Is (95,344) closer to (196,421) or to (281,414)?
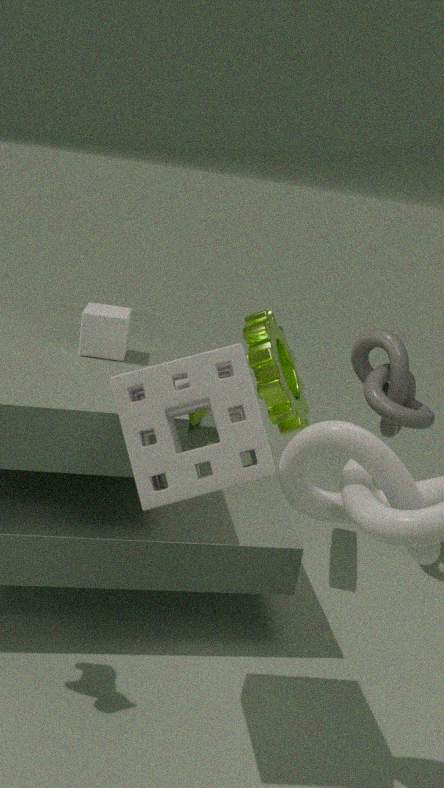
(196,421)
